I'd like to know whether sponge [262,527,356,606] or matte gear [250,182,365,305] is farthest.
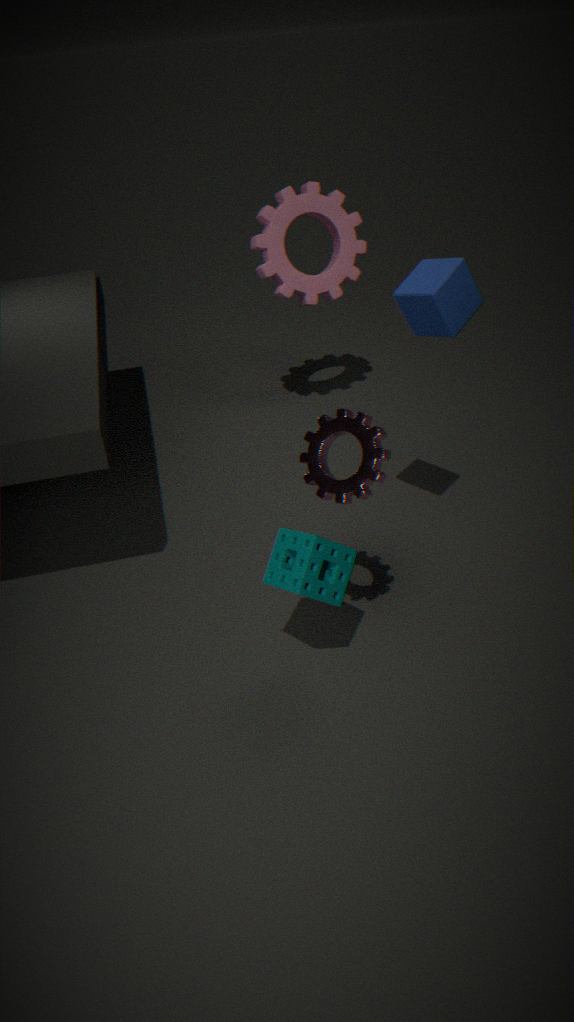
matte gear [250,182,365,305]
